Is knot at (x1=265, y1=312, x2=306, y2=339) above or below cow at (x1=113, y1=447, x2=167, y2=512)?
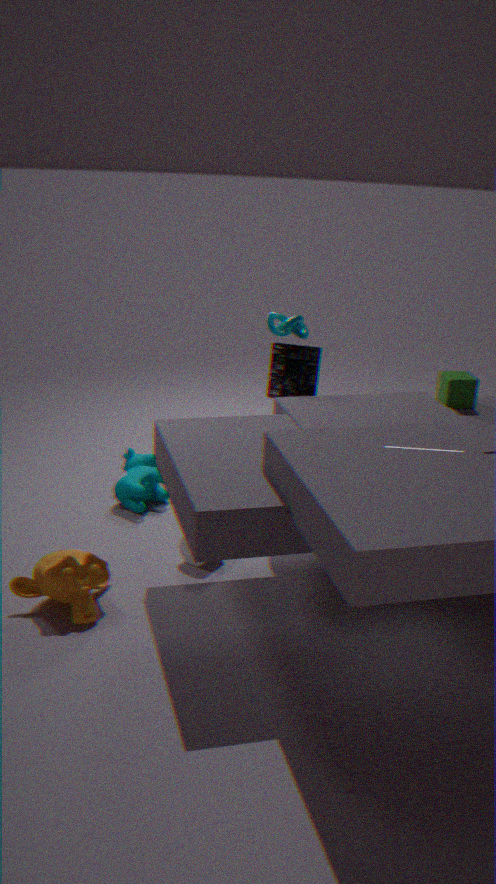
above
